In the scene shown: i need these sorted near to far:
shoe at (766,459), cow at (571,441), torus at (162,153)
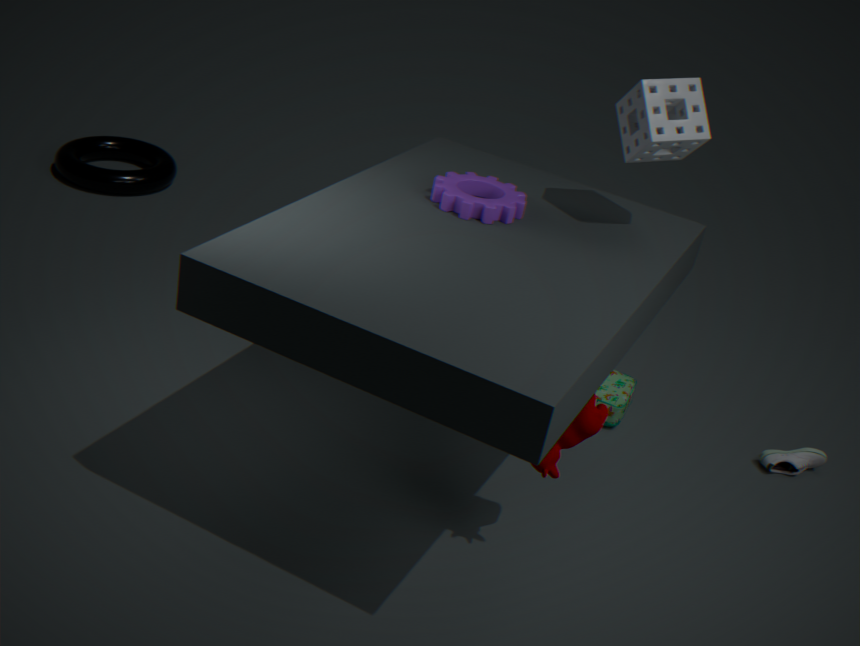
cow at (571,441)
shoe at (766,459)
torus at (162,153)
